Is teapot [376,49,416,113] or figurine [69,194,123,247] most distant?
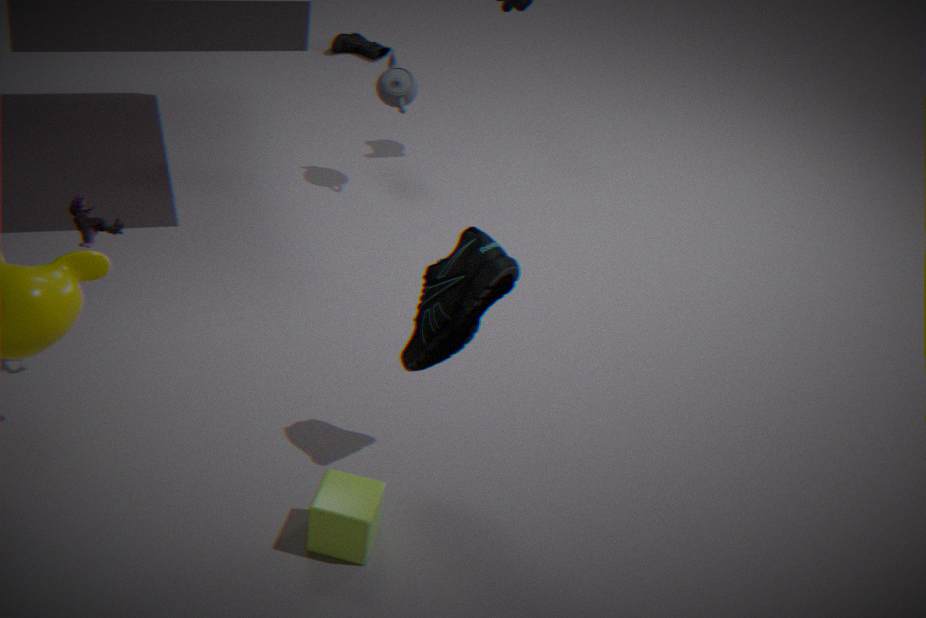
teapot [376,49,416,113]
